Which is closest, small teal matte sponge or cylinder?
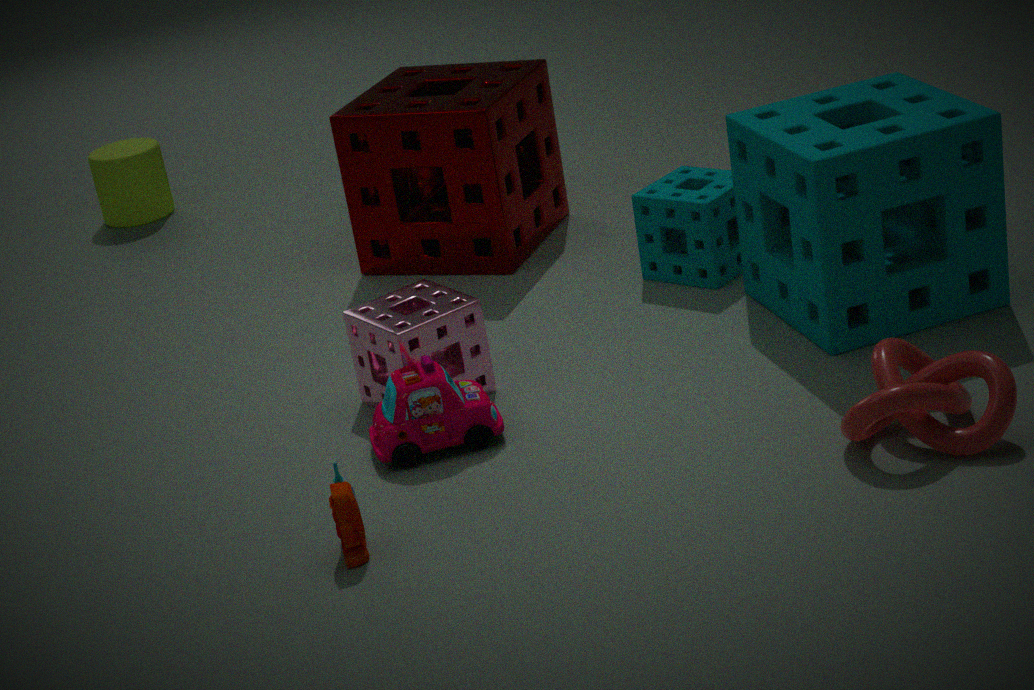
small teal matte sponge
